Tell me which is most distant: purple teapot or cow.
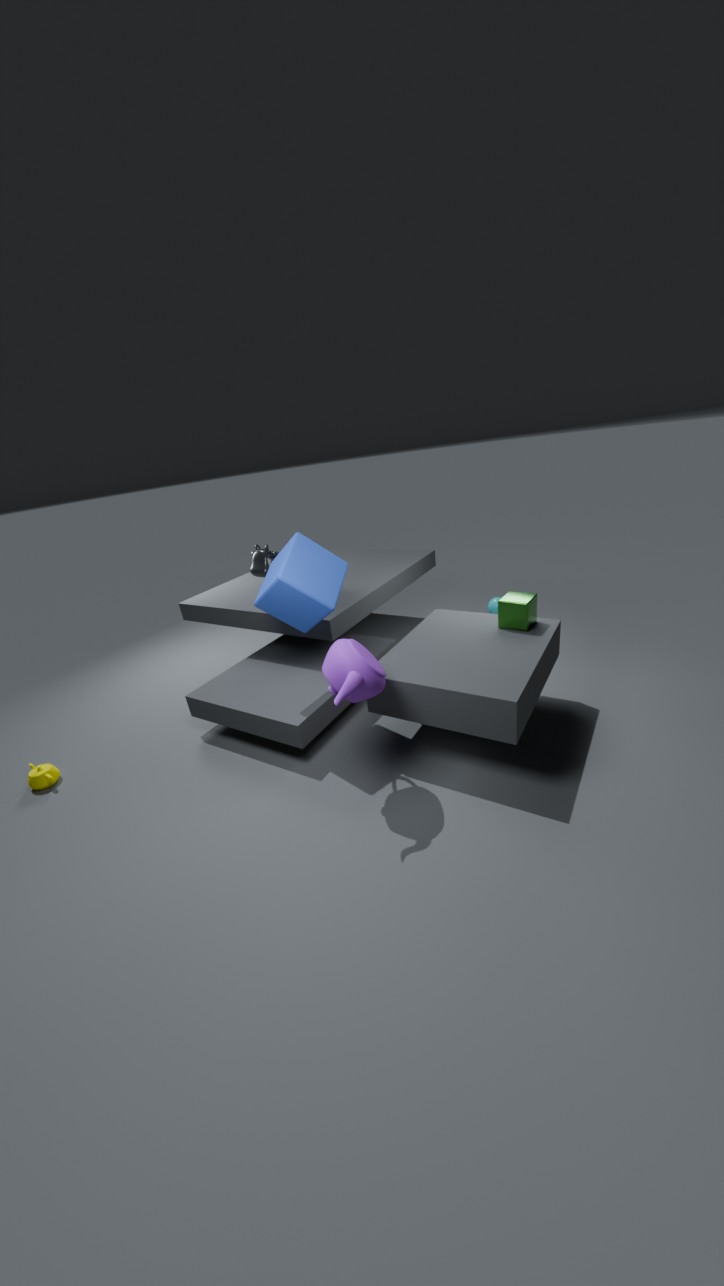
cow
